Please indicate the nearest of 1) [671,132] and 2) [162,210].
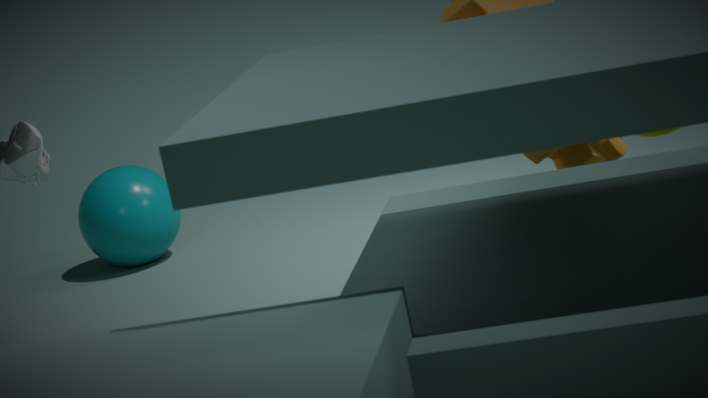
1. [671,132]
